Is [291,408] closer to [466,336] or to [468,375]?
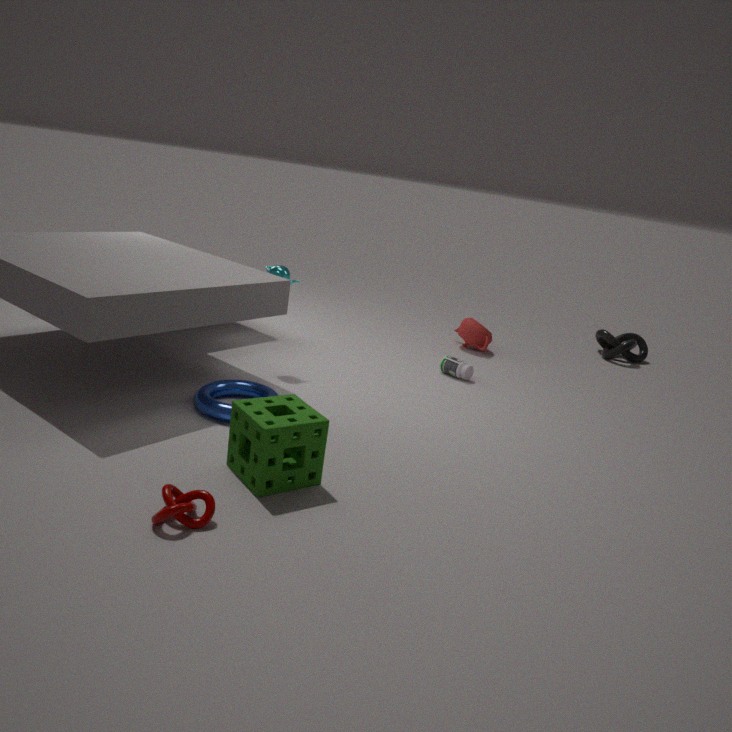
[468,375]
